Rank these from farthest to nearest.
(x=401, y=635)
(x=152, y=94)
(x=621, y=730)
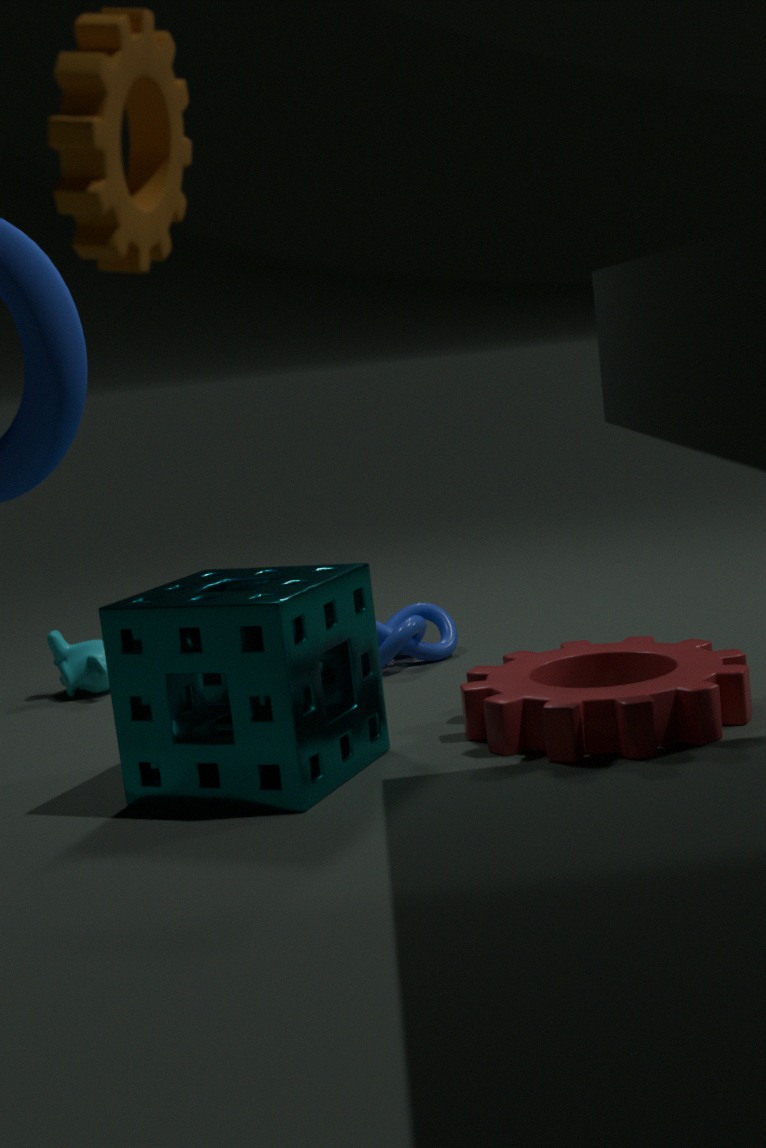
1. (x=401, y=635)
2. (x=621, y=730)
3. (x=152, y=94)
